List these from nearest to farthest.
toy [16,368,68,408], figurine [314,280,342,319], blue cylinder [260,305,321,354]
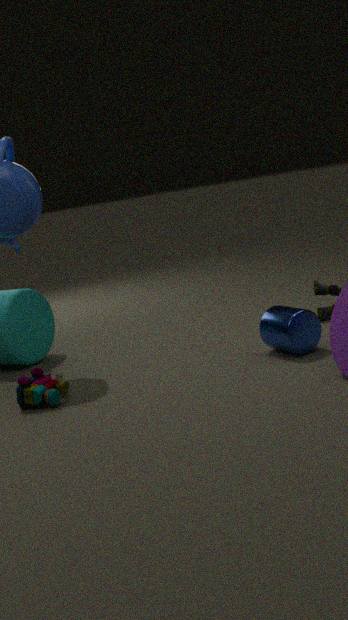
toy [16,368,68,408] → blue cylinder [260,305,321,354] → figurine [314,280,342,319]
